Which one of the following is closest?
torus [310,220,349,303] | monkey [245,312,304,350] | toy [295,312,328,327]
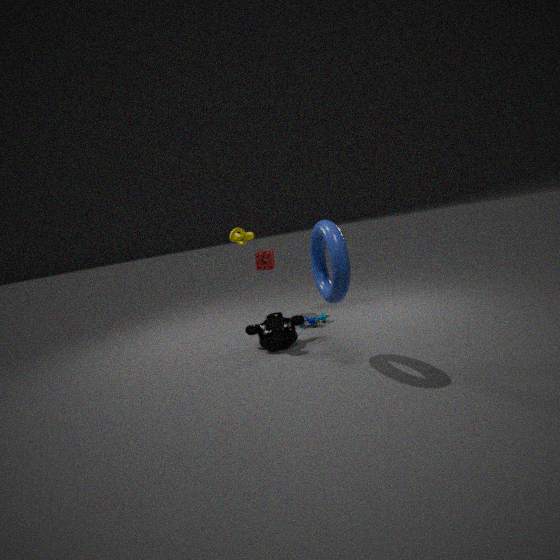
torus [310,220,349,303]
